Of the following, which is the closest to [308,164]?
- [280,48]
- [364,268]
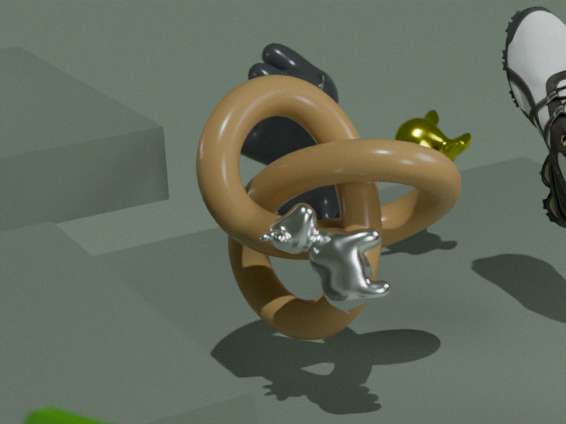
[364,268]
